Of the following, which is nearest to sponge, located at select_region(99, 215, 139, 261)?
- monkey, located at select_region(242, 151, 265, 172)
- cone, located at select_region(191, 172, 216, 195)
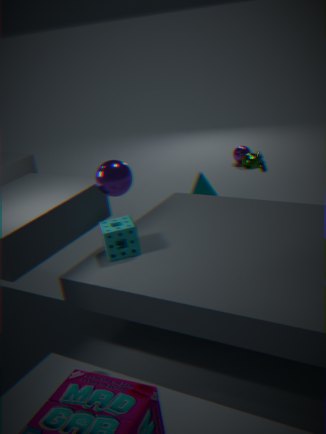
cone, located at select_region(191, 172, 216, 195)
